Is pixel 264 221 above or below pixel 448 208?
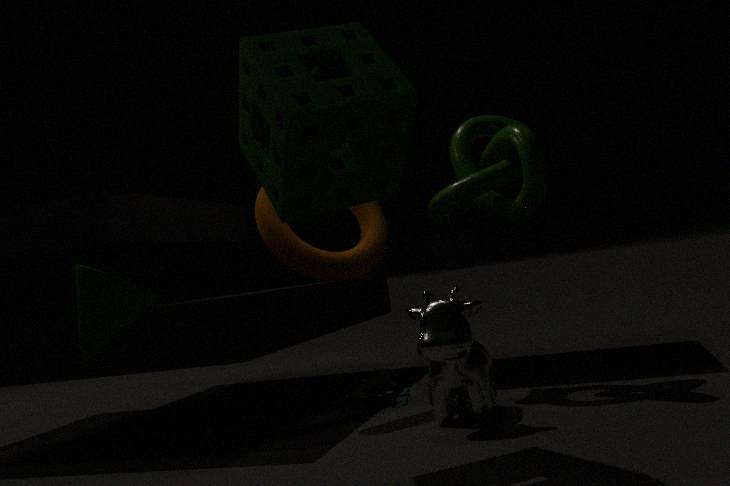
below
